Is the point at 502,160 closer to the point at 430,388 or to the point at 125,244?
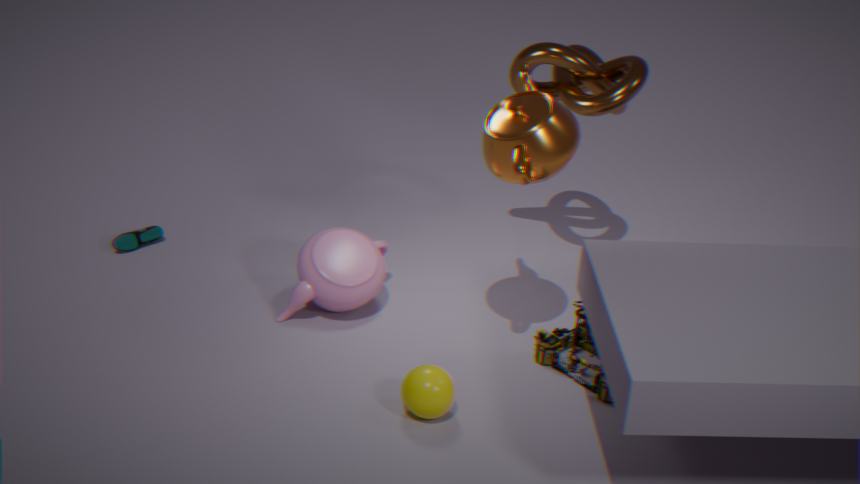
the point at 430,388
